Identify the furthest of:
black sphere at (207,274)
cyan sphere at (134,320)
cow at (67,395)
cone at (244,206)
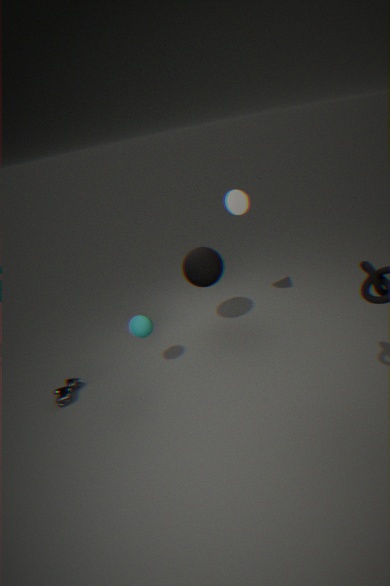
black sphere at (207,274)
